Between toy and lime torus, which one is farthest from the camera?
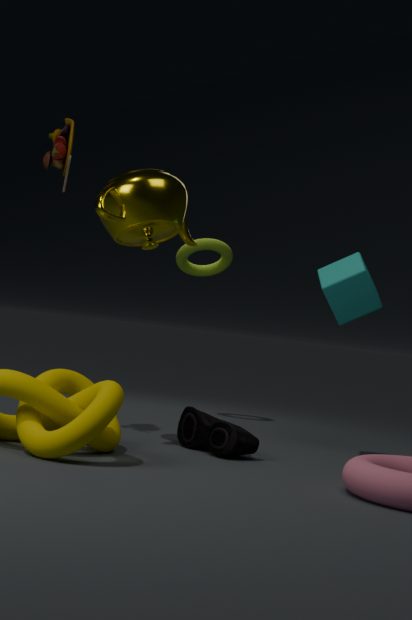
lime torus
